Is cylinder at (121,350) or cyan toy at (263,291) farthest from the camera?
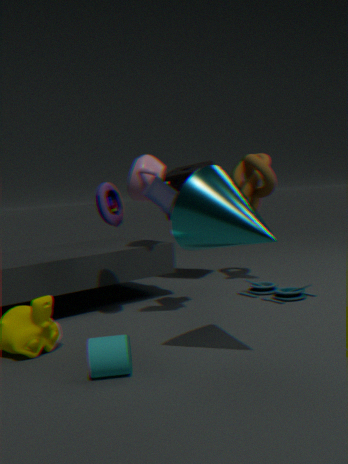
cyan toy at (263,291)
